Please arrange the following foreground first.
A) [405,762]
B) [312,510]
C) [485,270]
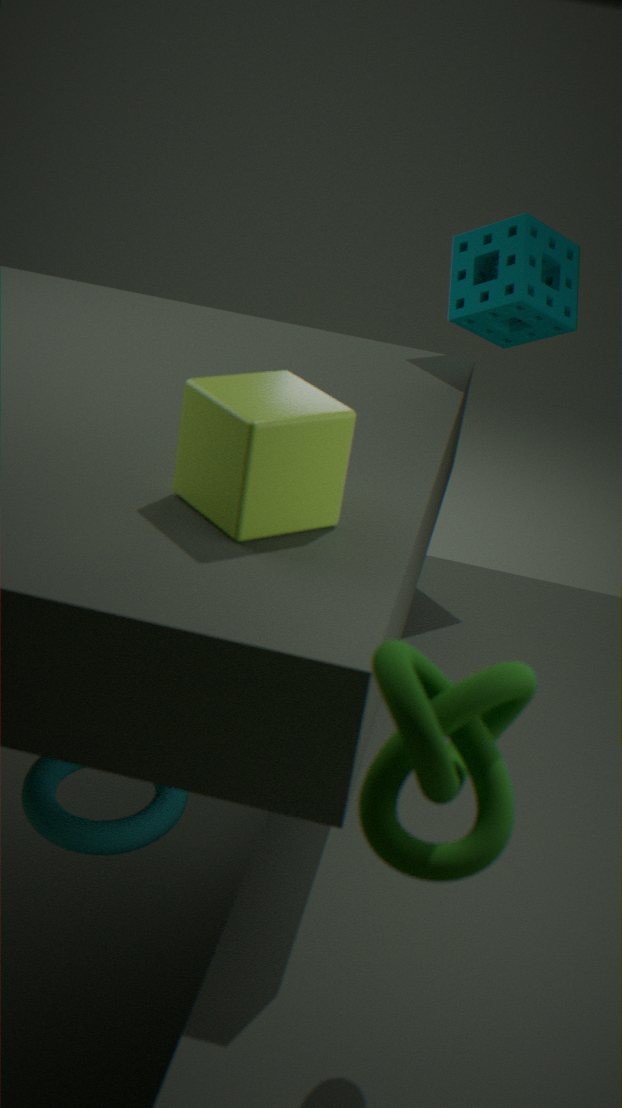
1. [405,762]
2. [312,510]
3. [485,270]
